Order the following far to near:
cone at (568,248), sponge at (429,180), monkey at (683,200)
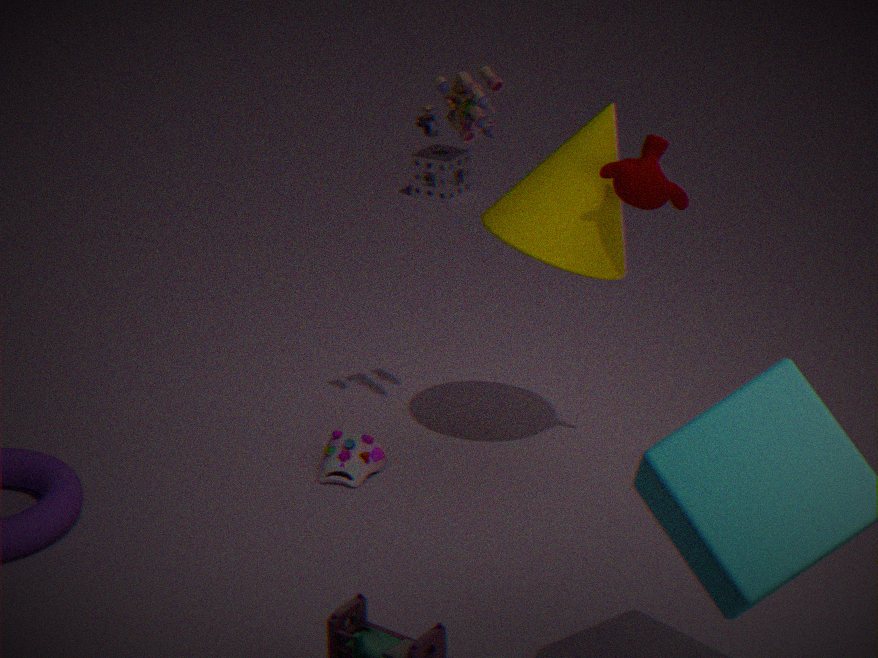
sponge at (429,180) → cone at (568,248) → monkey at (683,200)
